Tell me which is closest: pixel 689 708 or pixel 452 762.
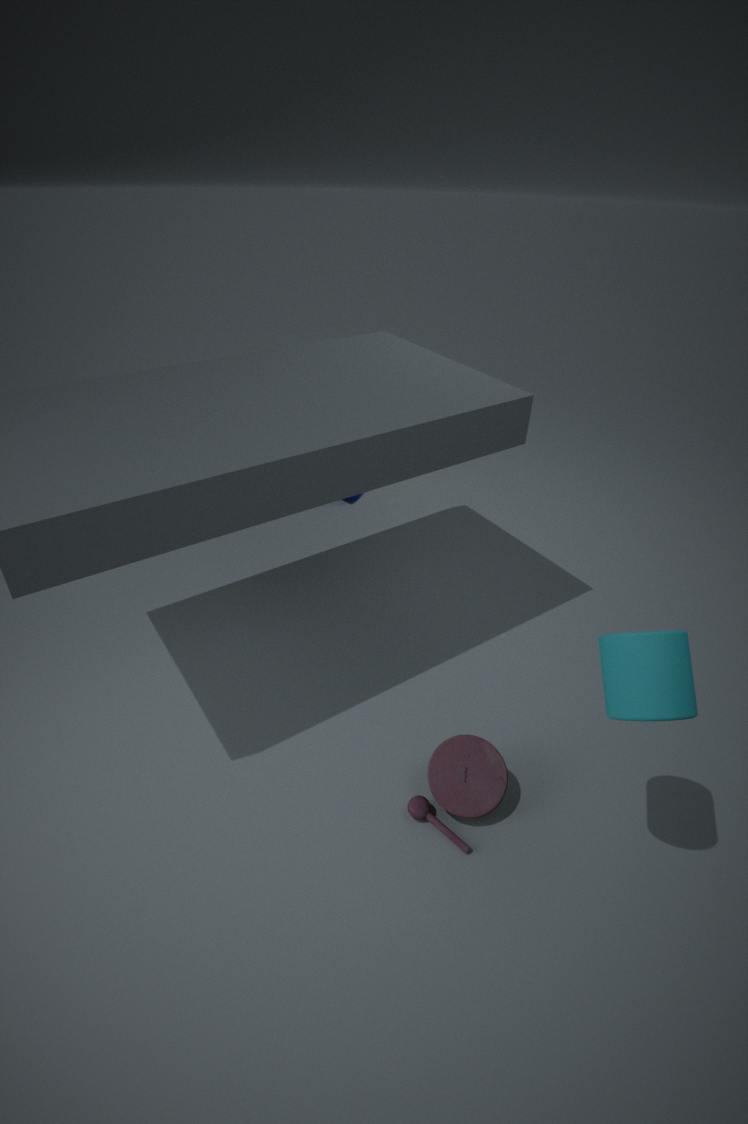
pixel 689 708
